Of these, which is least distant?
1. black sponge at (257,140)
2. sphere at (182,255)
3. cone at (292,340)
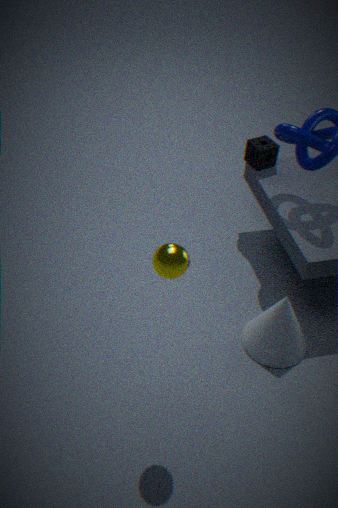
sphere at (182,255)
